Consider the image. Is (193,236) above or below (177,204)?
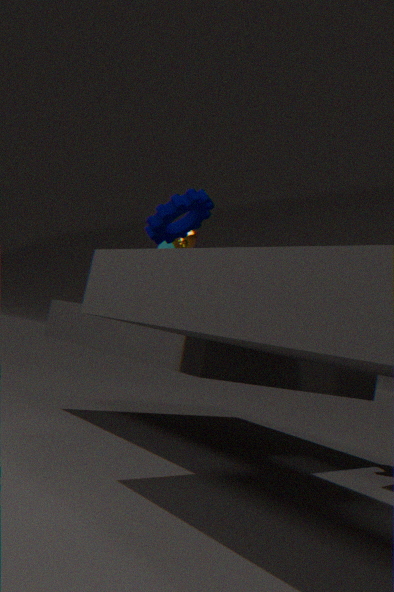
above
